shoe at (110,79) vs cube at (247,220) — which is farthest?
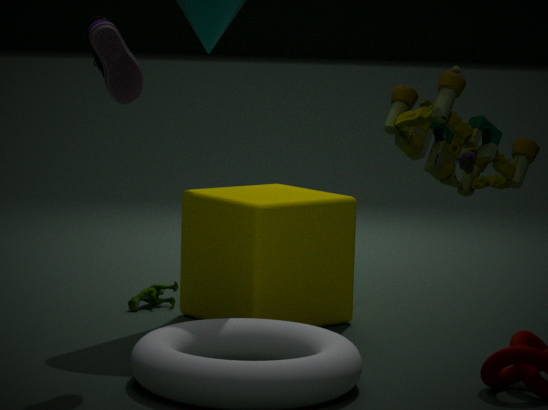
cube at (247,220)
